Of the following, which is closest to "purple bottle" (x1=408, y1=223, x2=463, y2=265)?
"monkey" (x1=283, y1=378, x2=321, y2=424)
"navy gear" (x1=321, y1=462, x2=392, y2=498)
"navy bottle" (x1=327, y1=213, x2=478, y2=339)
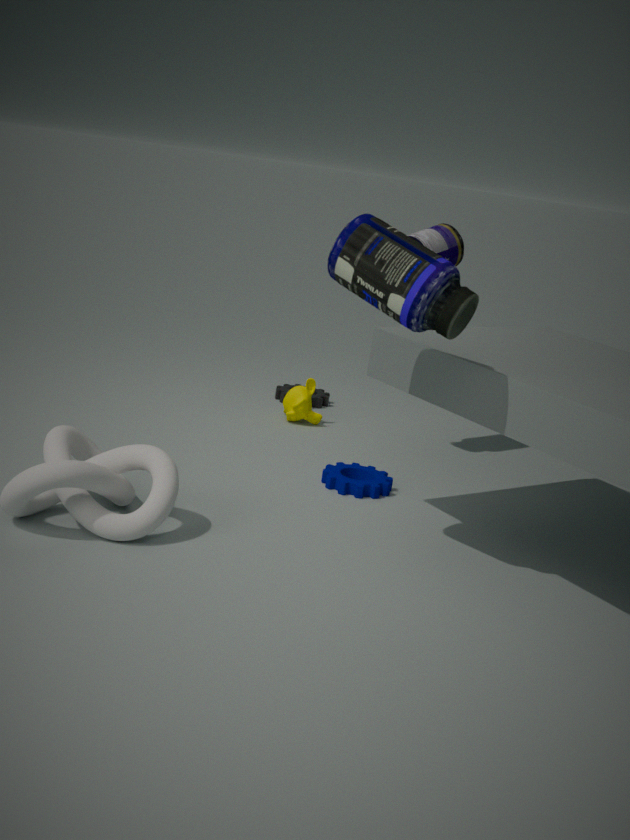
"monkey" (x1=283, y1=378, x2=321, y2=424)
